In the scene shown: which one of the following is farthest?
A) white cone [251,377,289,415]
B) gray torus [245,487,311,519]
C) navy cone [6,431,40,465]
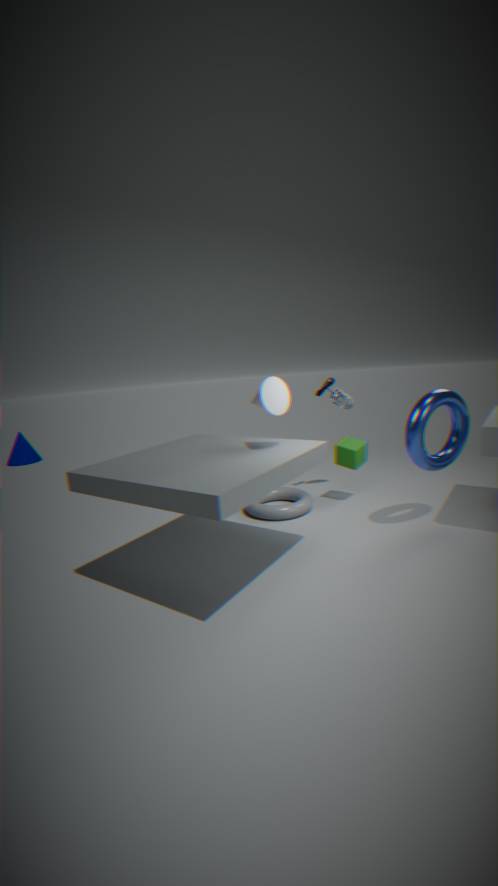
navy cone [6,431,40,465]
